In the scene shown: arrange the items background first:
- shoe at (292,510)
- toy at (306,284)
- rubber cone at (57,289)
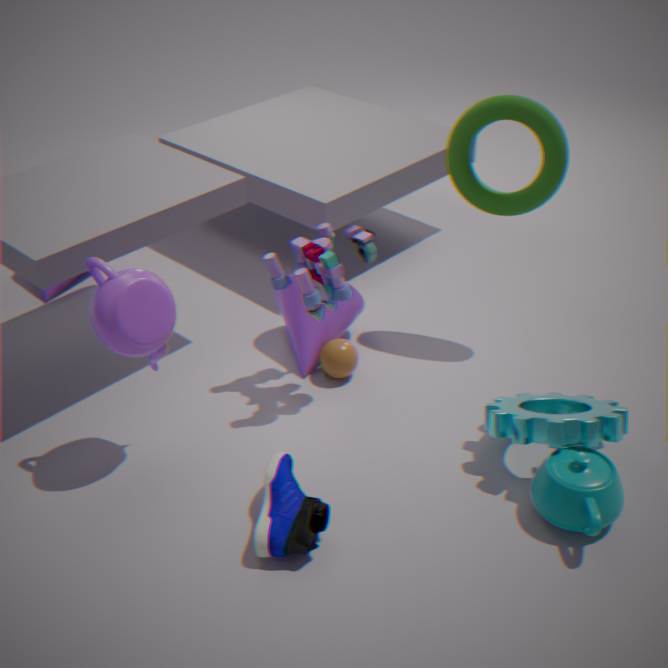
rubber cone at (57,289)
toy at (306,284)
shoe at (292,510)
